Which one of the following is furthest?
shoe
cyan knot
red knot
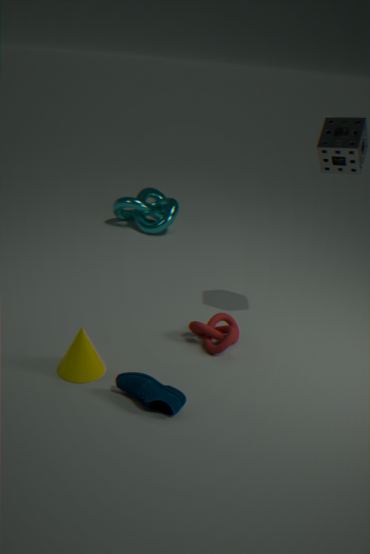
cyan knot
